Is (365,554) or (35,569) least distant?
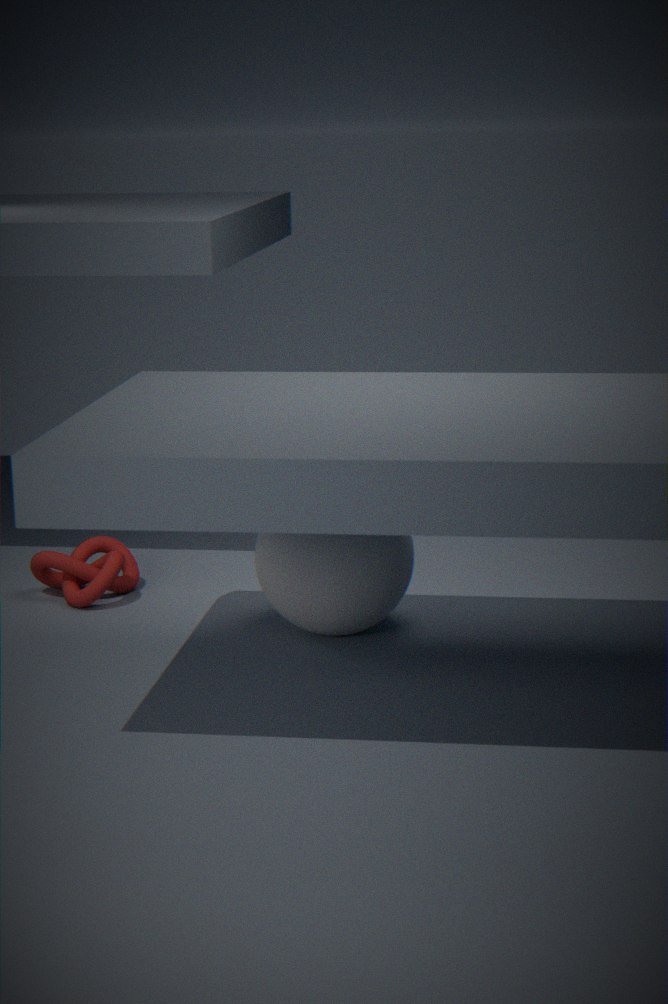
(365,554)
